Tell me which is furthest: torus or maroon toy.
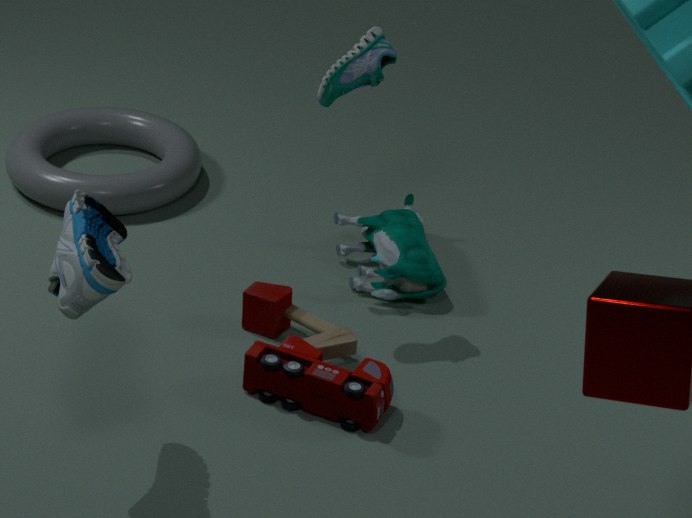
torus
